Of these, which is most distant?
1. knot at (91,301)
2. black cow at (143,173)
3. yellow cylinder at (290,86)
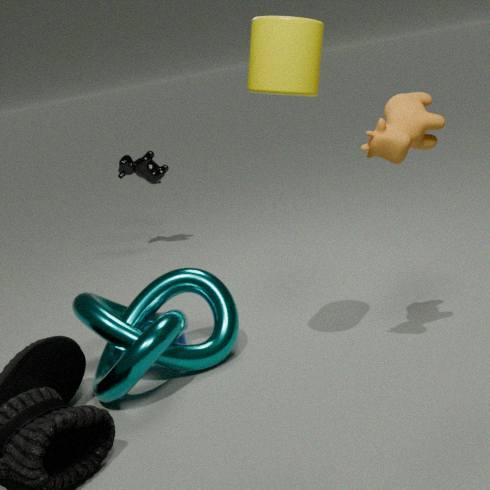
black cow at (143,173)
